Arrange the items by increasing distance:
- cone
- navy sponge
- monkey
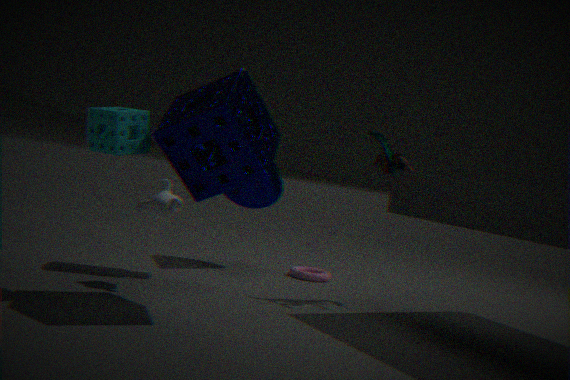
navy sponge, monkey, cone
